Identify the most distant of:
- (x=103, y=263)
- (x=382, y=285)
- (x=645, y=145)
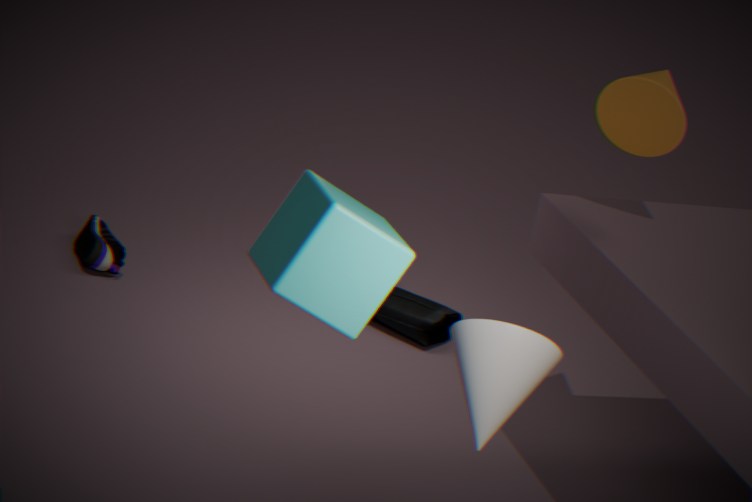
(x=103, y=263)
